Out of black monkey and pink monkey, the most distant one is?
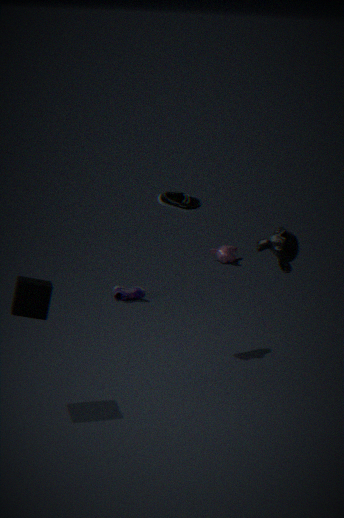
pink monkey
